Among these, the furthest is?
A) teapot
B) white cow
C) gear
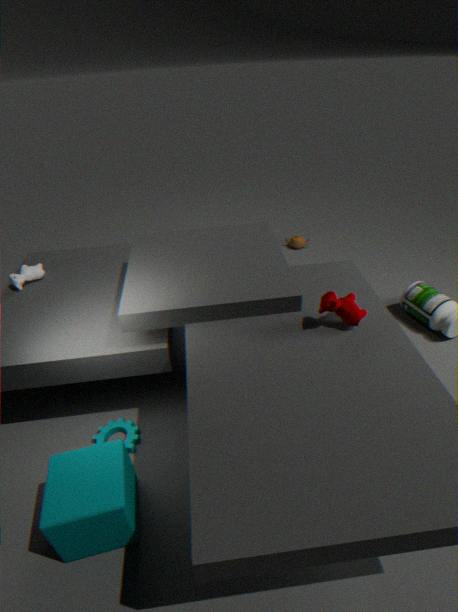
teapot
